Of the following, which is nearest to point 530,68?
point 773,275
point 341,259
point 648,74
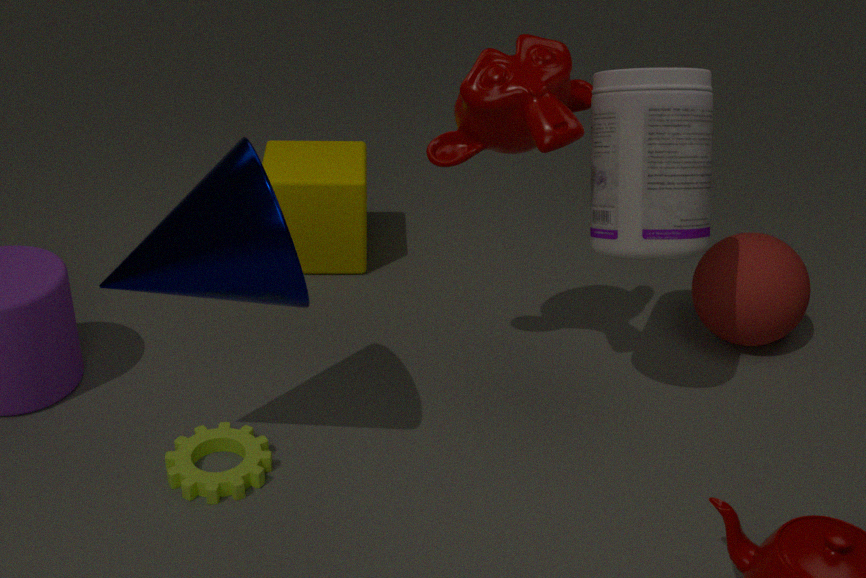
point 648,74
